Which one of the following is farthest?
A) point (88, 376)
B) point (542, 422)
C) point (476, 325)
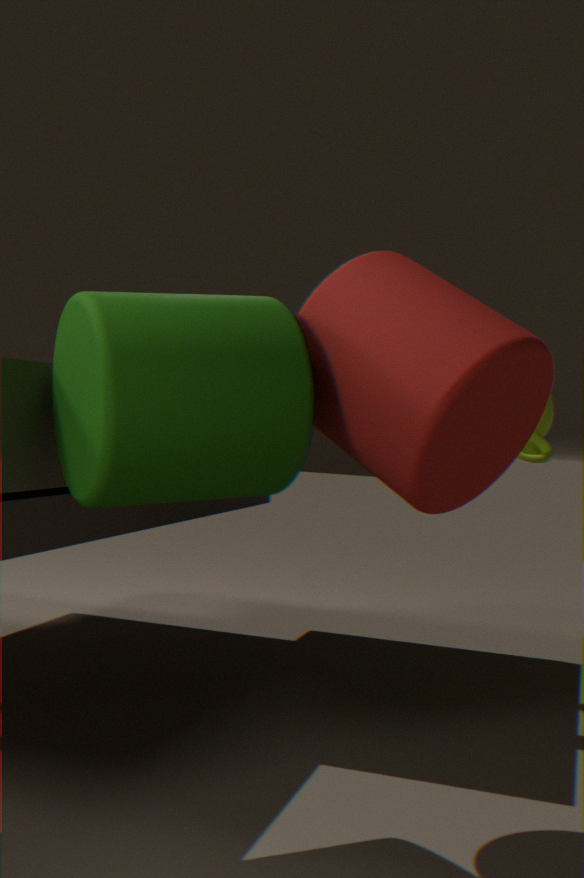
point (542, 422)
